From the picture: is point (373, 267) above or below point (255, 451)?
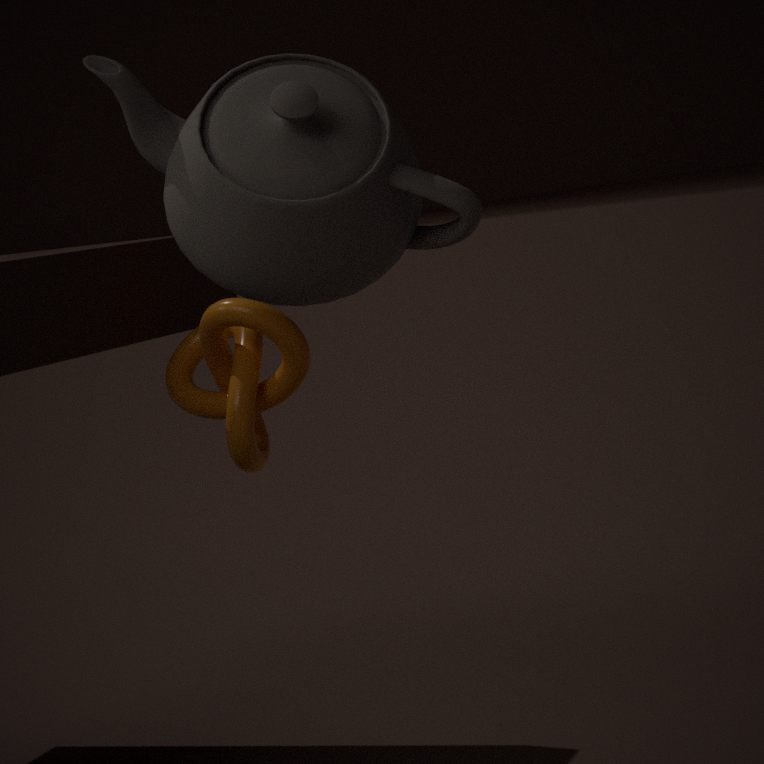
above
